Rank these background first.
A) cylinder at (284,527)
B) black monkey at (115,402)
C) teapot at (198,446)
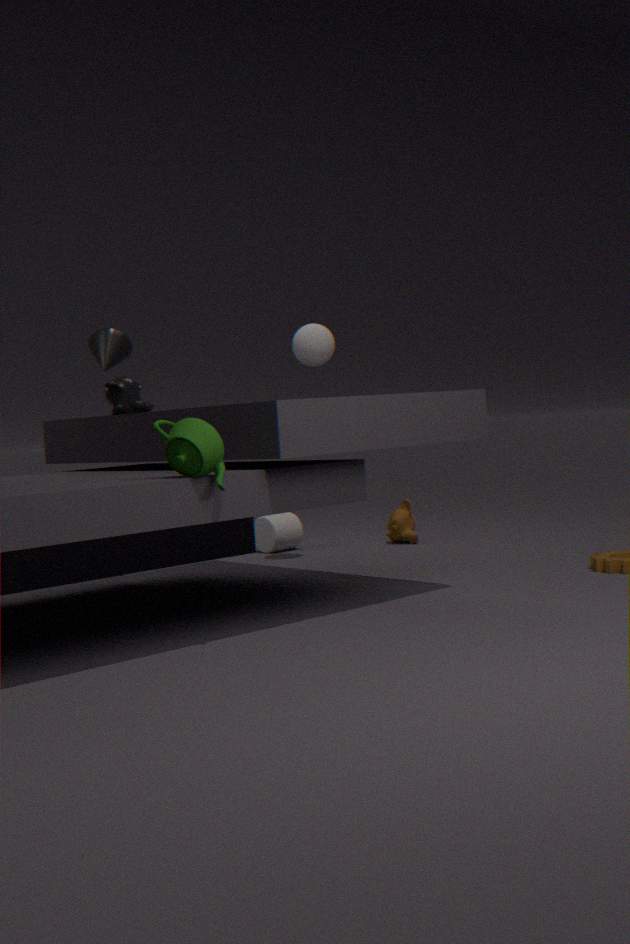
cylinder at (284,527)
black monkey at (115,402)
teapot at (198,446)
